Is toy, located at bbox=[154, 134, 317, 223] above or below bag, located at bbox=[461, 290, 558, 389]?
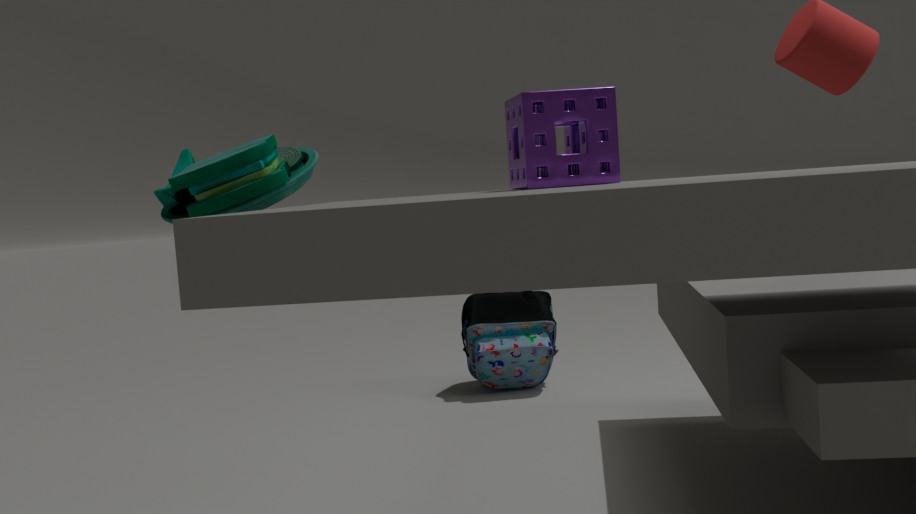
above
